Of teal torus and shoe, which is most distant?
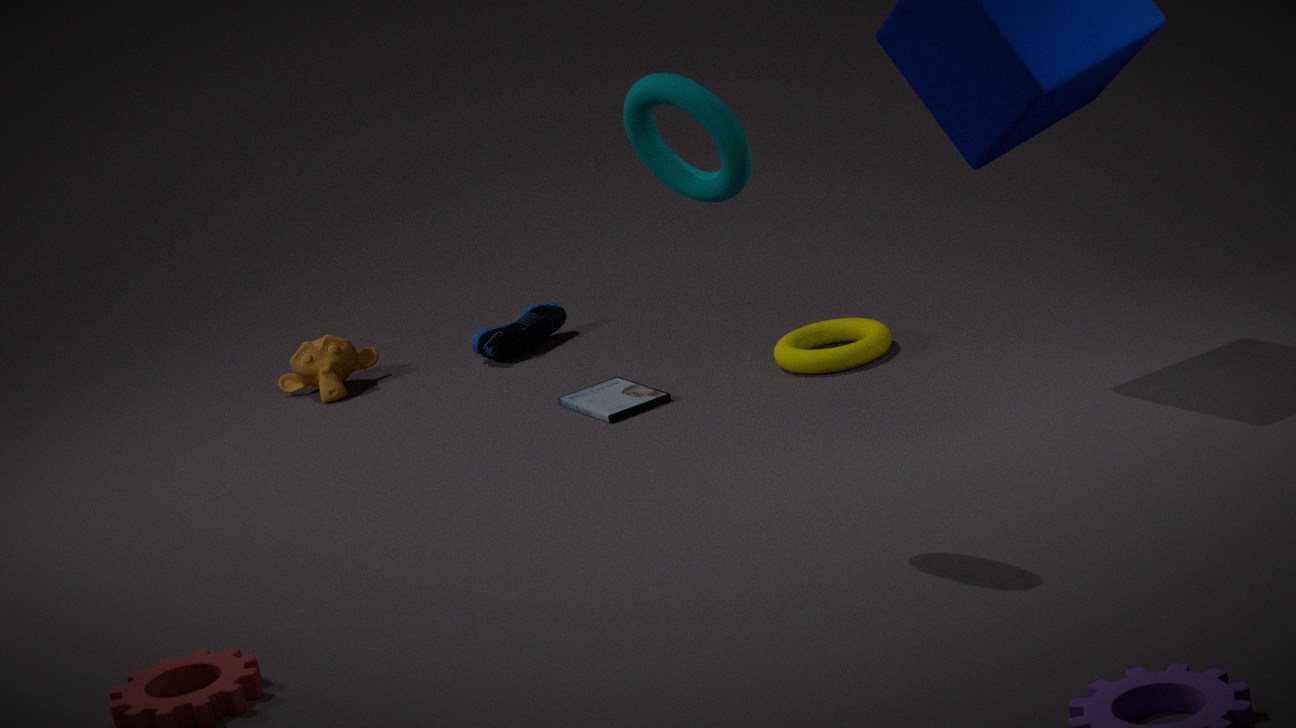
shoe
